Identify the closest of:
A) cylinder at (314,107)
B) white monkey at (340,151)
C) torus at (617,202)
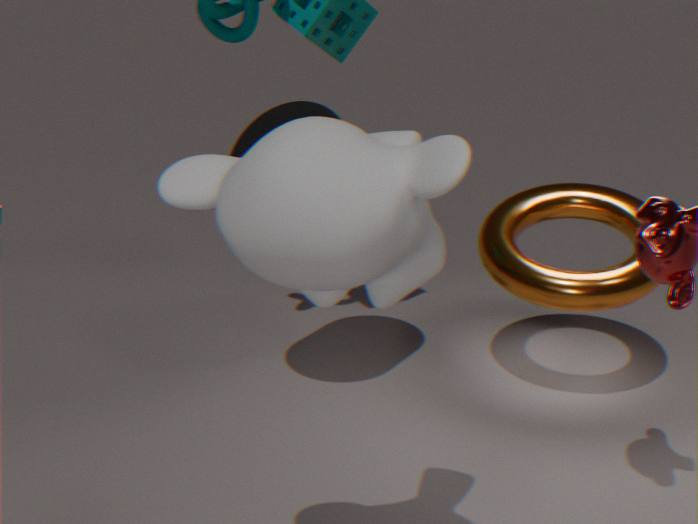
white monkey at (340,151)
